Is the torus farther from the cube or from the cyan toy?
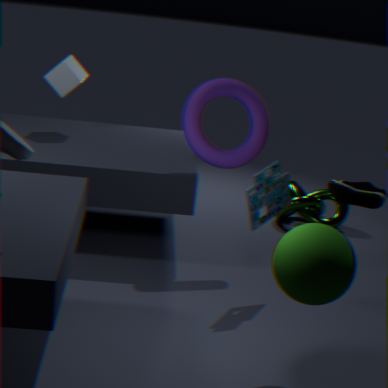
the cube
